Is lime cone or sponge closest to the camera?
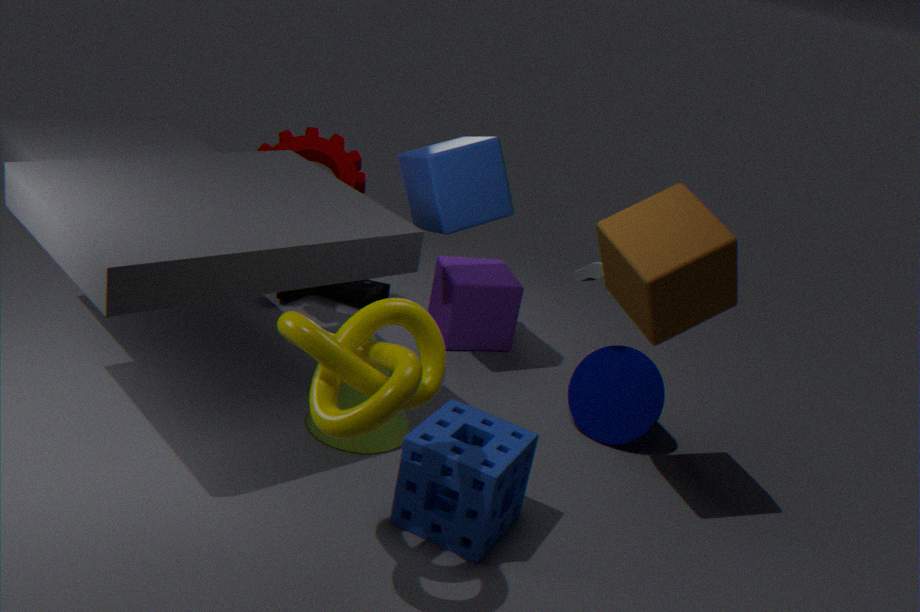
sponge
